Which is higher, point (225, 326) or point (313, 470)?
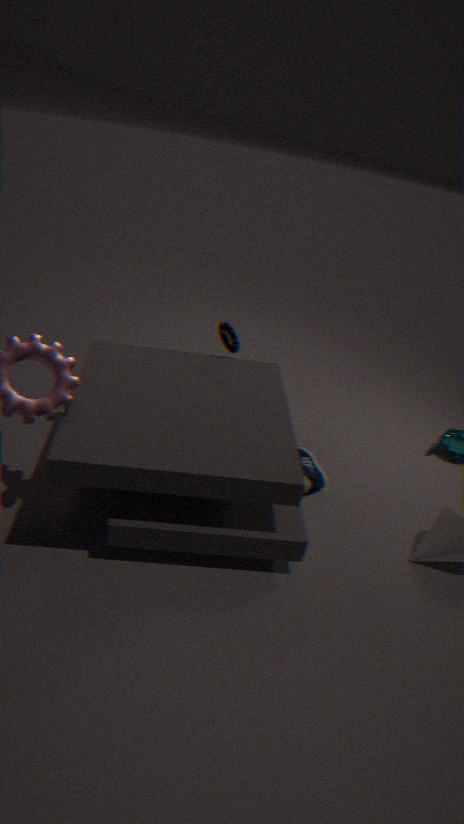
point (225, 326)
